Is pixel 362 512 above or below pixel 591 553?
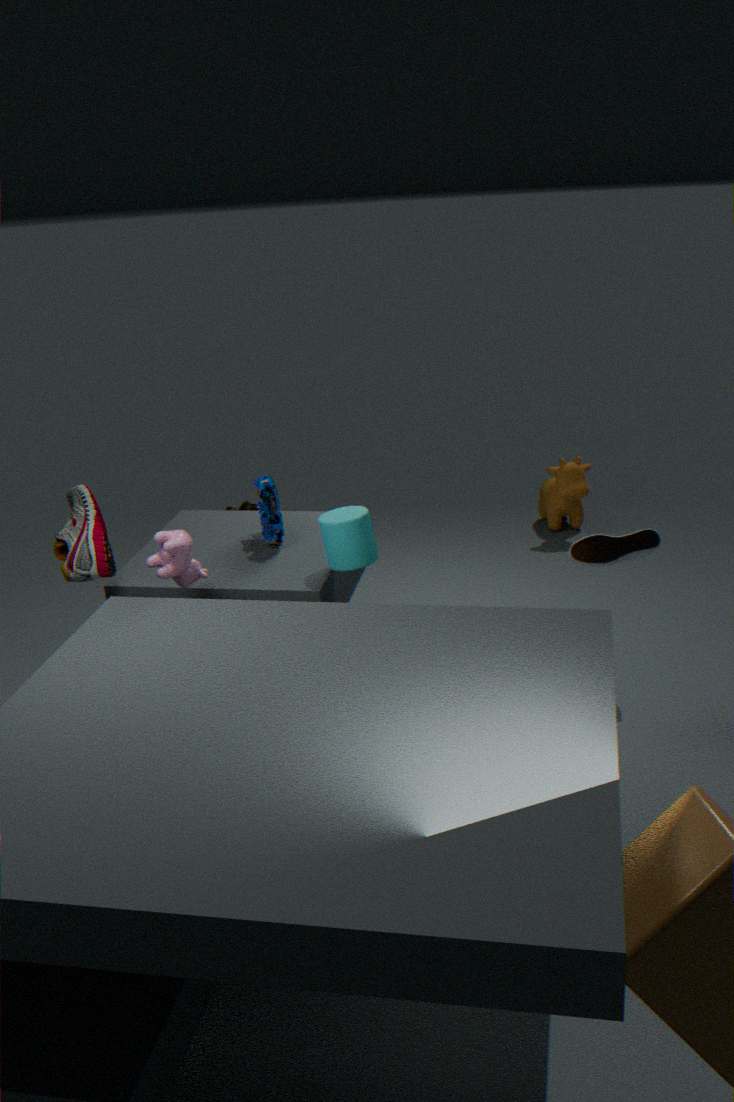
above
